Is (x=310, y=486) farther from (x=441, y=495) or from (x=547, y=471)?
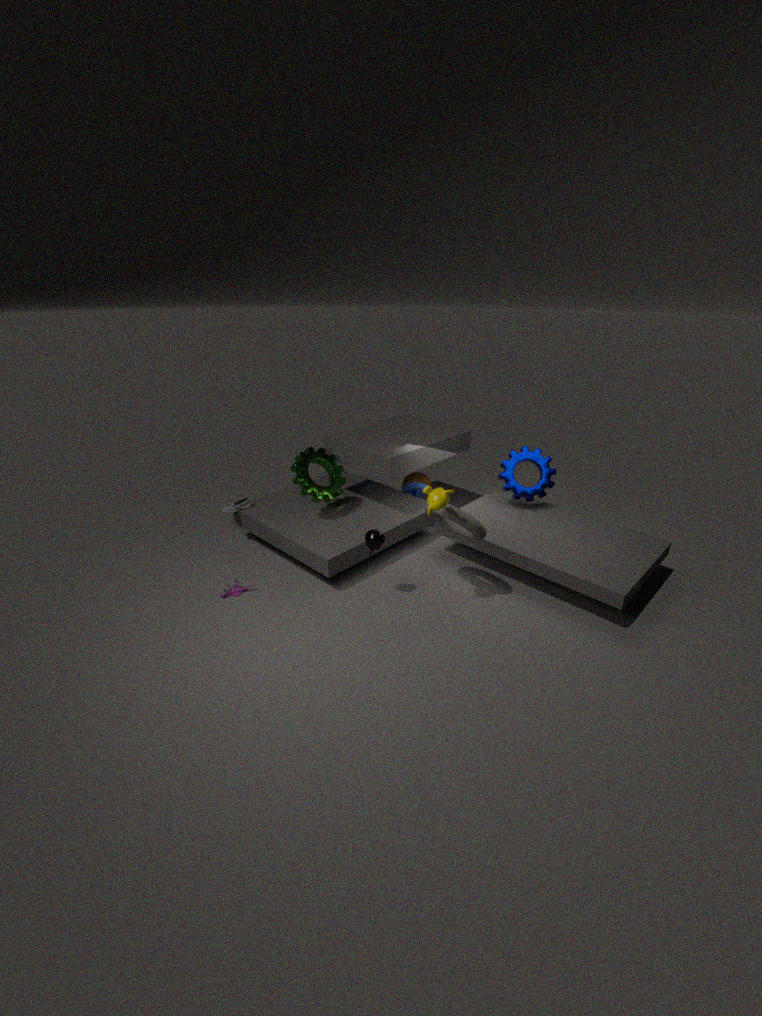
(x=547, y=471)
